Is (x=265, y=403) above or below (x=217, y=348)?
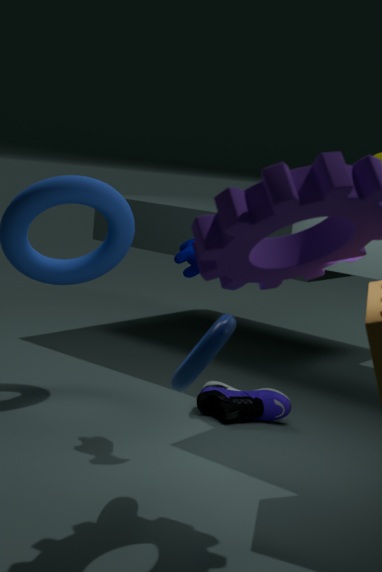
below
